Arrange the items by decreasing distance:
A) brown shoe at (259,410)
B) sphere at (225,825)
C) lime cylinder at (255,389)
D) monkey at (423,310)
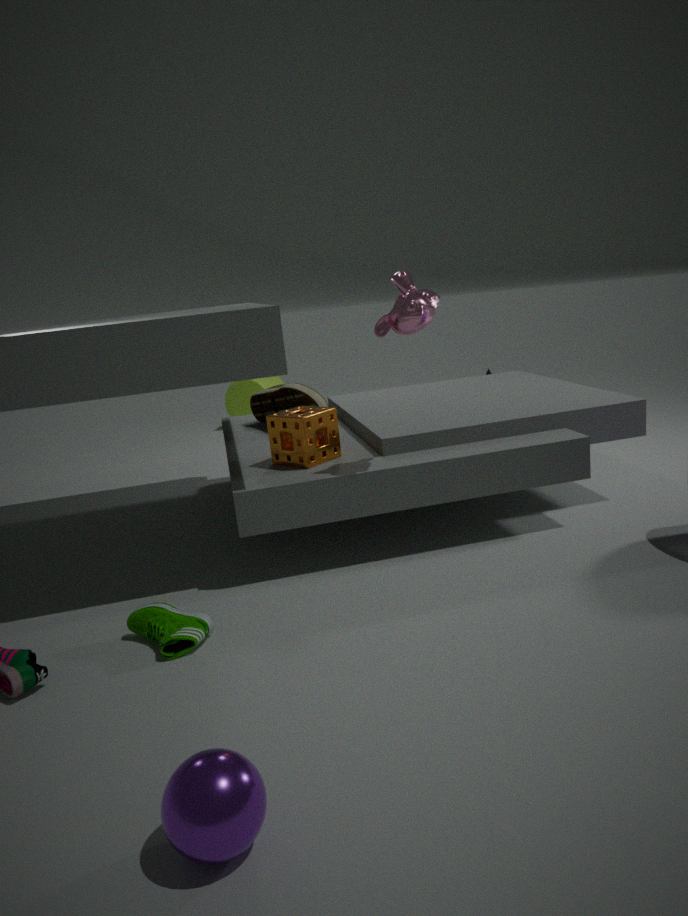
lime cylinder at (255,389) → brown shoe at (259,410) → monkey at (423,310) → sphere at (225,825)
